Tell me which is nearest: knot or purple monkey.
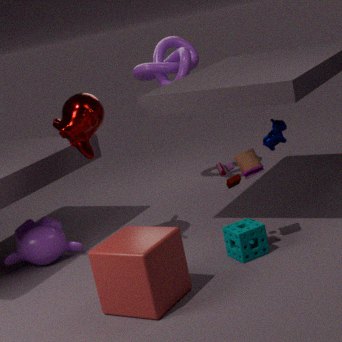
purple monkey
